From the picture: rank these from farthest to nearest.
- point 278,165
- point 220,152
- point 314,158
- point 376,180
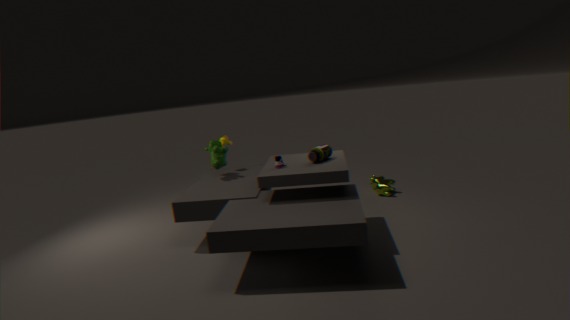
point 376,180 → point 220,152 → point 314,158 → point 278,165
